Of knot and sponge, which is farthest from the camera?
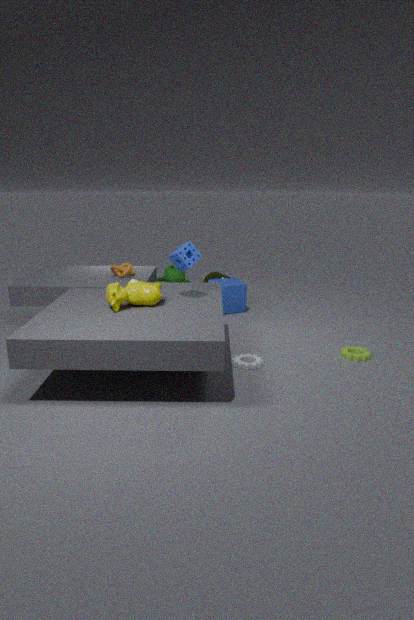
knot
